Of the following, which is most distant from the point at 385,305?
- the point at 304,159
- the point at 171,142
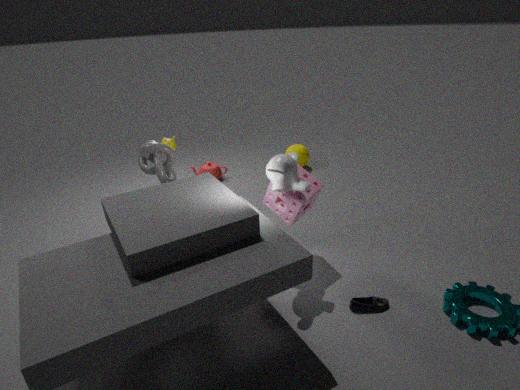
the point at 304,159
